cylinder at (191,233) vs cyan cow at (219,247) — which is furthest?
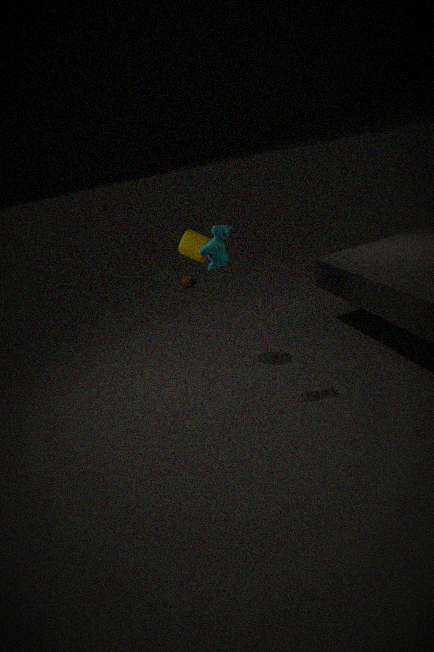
cylinder at (191,233)
